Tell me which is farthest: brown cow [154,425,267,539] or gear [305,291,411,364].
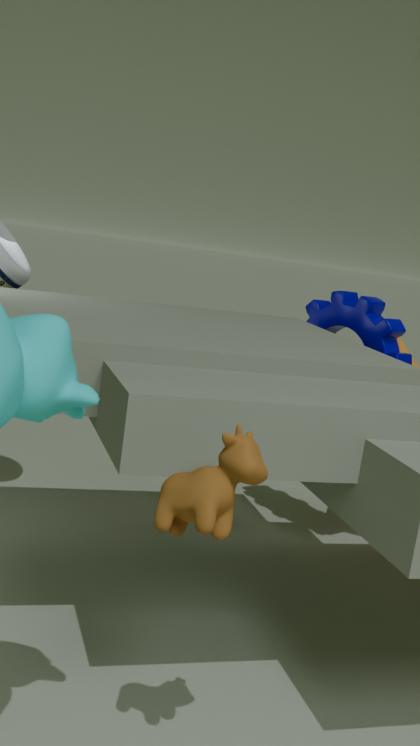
gear [305,291,411,364]
